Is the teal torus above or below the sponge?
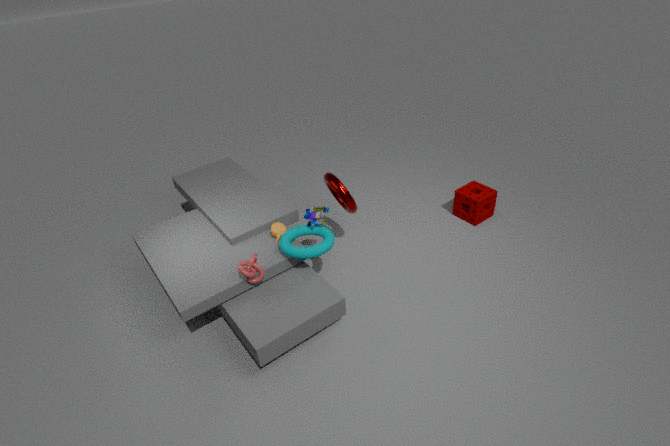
above
